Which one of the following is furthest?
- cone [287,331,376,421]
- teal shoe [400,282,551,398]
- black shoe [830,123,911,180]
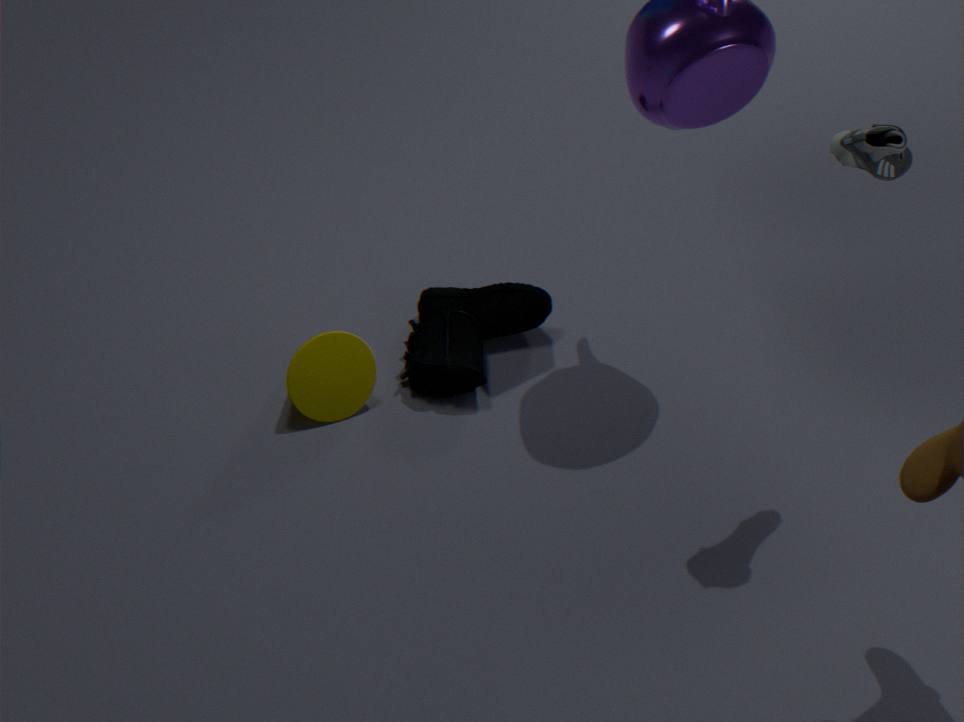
teal shoe [400,282,551,398]
